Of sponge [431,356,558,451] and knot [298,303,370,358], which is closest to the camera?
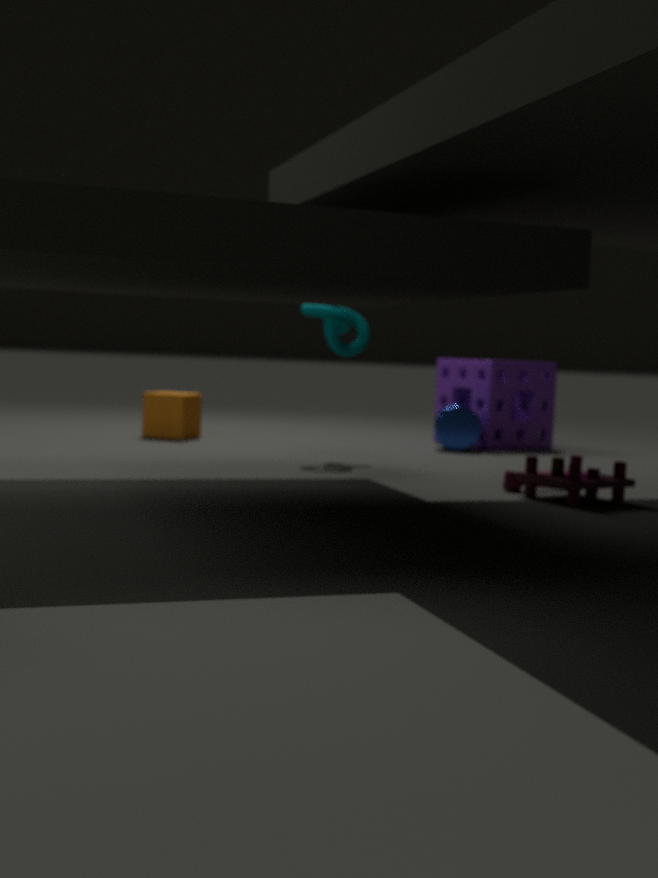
knot [298,303,370,358]
